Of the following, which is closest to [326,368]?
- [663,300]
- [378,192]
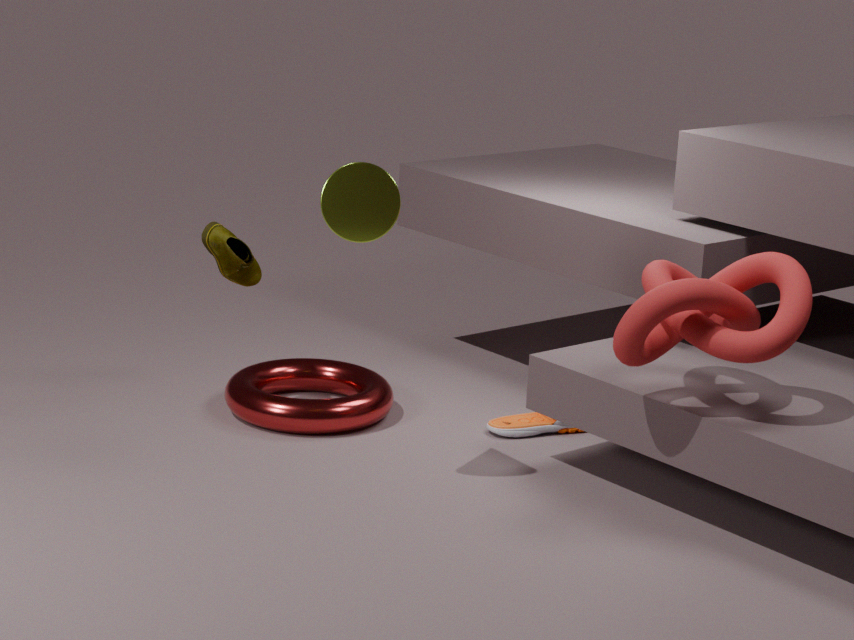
[378,192]
